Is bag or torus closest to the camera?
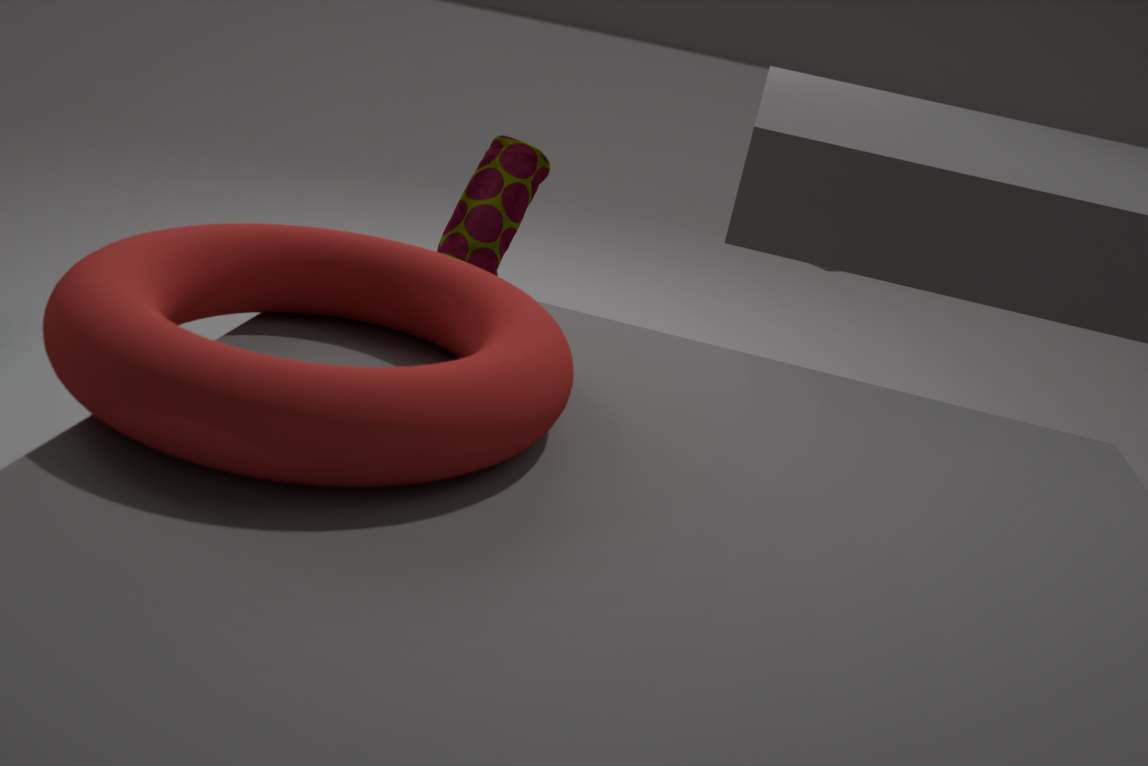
torus
